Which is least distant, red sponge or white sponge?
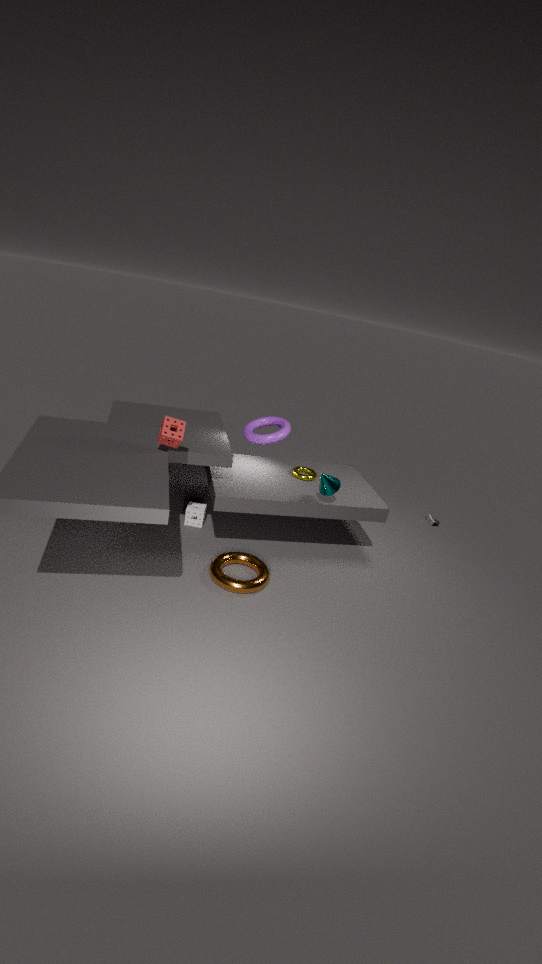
red sponge
